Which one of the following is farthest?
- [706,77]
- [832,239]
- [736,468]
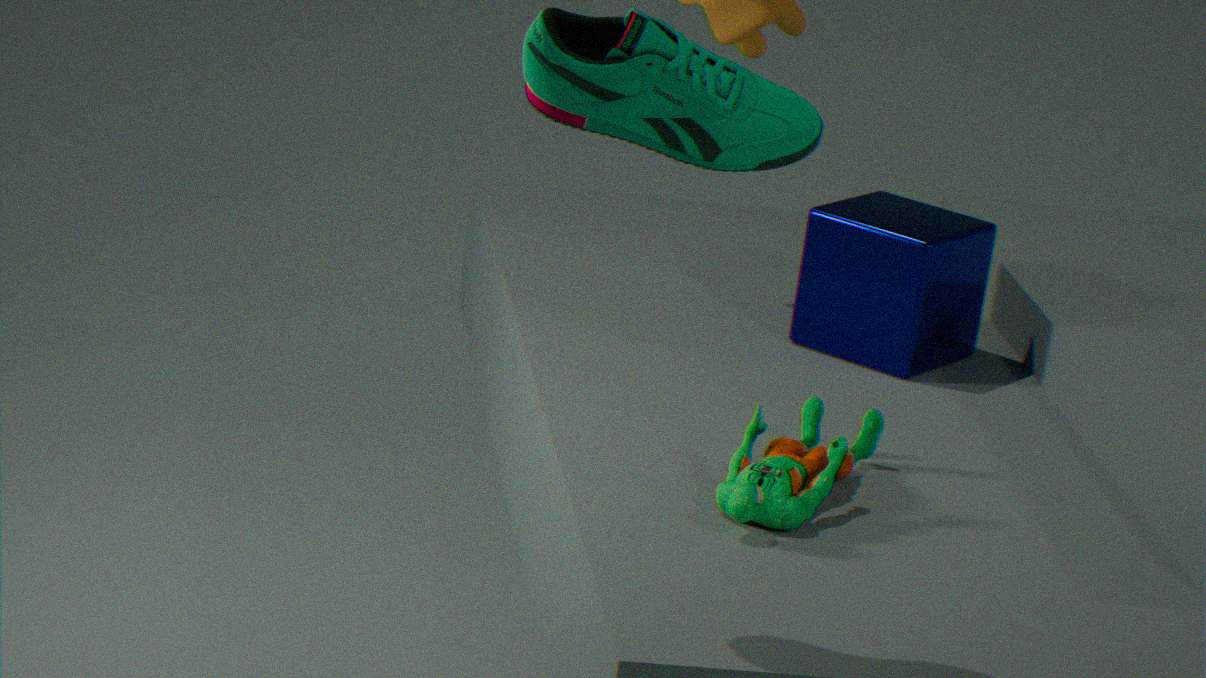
[832,239]
